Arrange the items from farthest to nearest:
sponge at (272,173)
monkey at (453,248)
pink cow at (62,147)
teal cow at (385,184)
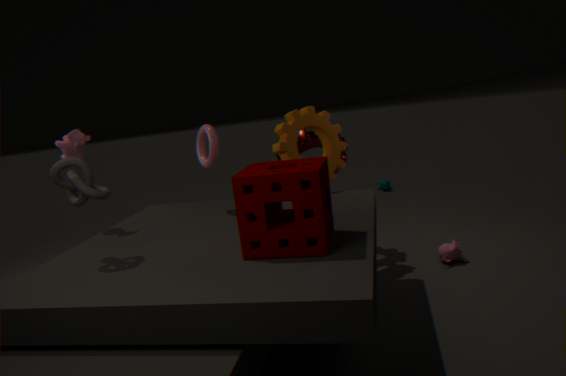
teal cow at (385,184), monkey at (453,248), pink cow at (62,147), sponge at (272,173)
